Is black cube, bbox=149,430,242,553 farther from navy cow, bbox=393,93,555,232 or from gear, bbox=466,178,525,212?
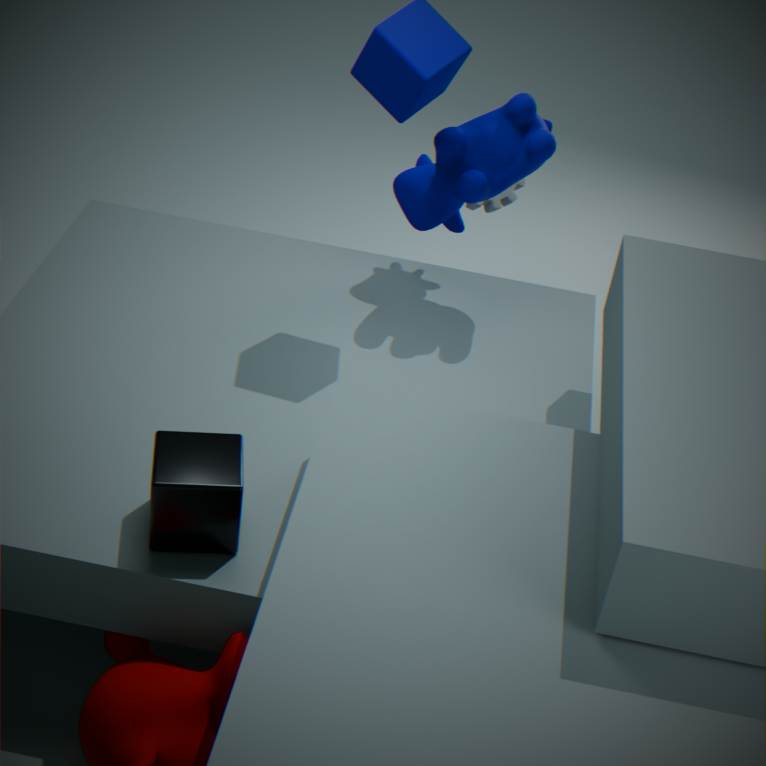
gear, bbox=466,178,525,212
